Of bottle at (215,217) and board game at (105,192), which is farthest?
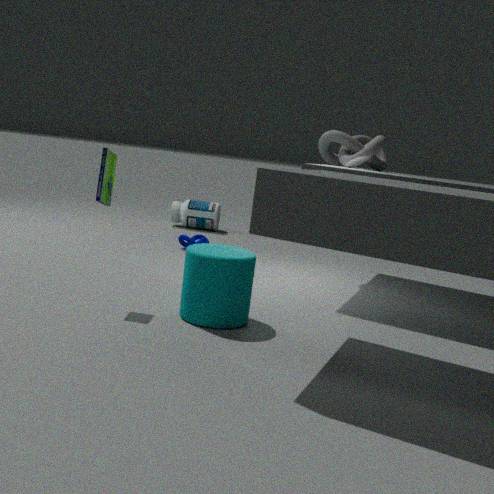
bottle at (215,217)
